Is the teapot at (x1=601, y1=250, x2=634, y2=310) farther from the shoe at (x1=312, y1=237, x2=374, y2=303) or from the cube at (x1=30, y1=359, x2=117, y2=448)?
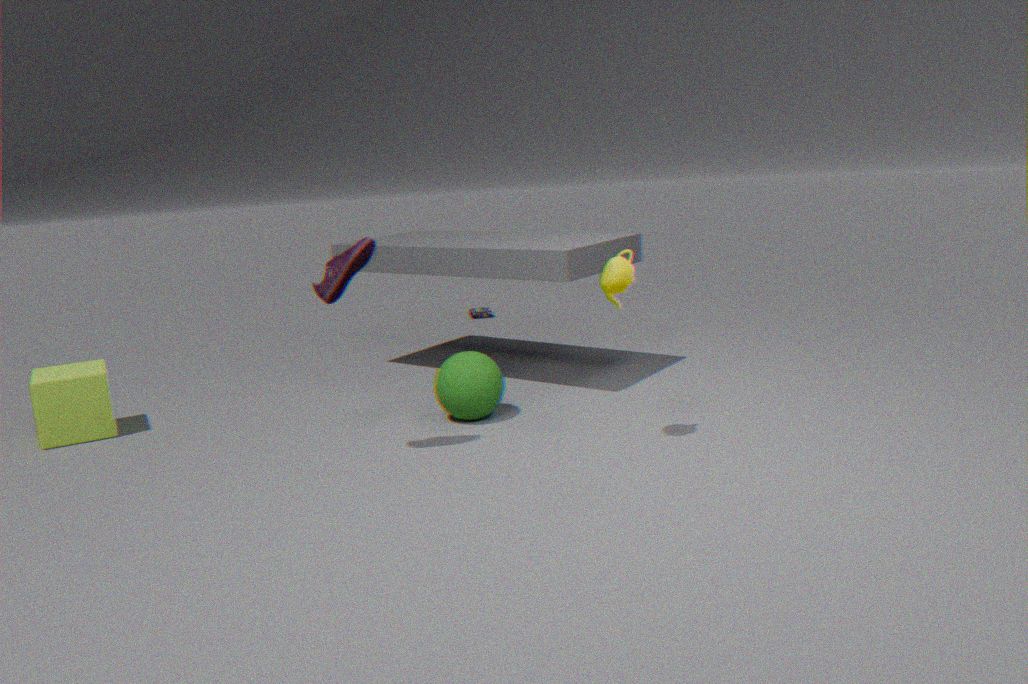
the cube at (x1=30, y1=359, x2=117, y2=448)
